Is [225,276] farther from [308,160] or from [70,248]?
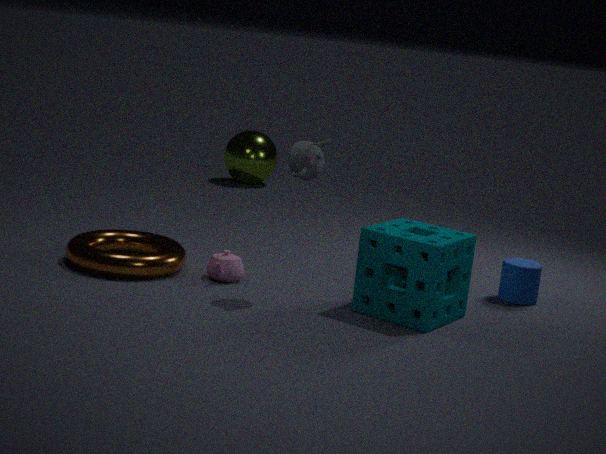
[308,160]
